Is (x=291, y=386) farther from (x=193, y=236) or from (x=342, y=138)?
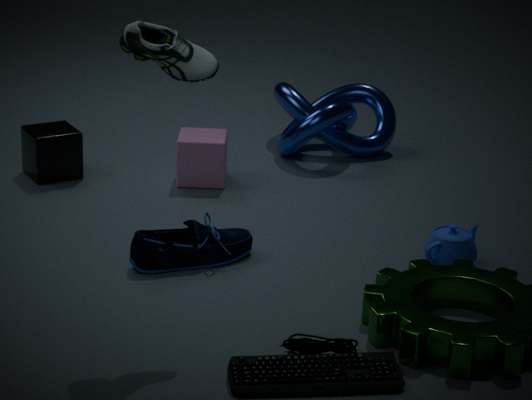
(x=342, y=138)
